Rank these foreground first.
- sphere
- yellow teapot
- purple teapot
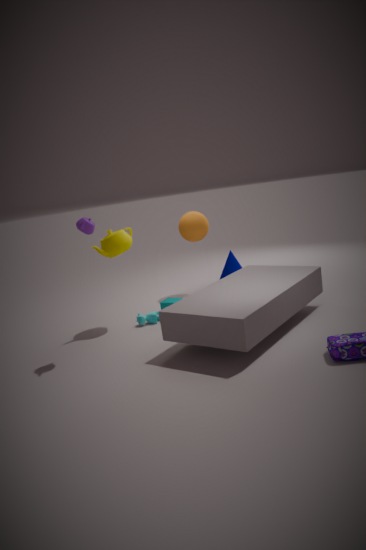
purple teapot
yellow teapot
sphere
